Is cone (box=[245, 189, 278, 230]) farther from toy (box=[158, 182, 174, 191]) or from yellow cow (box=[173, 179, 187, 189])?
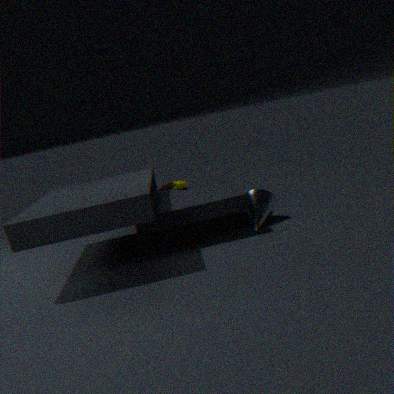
toy (box=[158, 182, 174, 191])
